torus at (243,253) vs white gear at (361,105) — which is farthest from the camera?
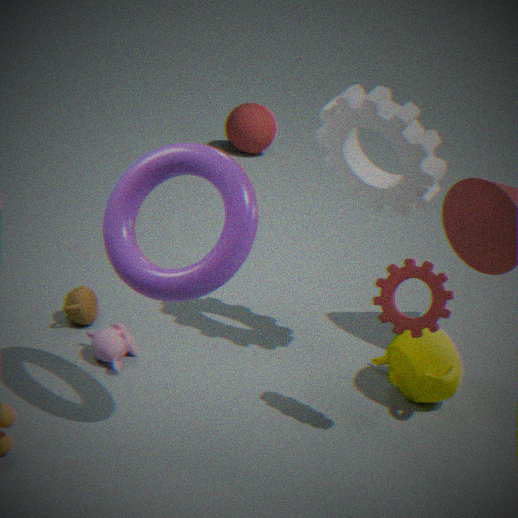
white gear at (361,105)
